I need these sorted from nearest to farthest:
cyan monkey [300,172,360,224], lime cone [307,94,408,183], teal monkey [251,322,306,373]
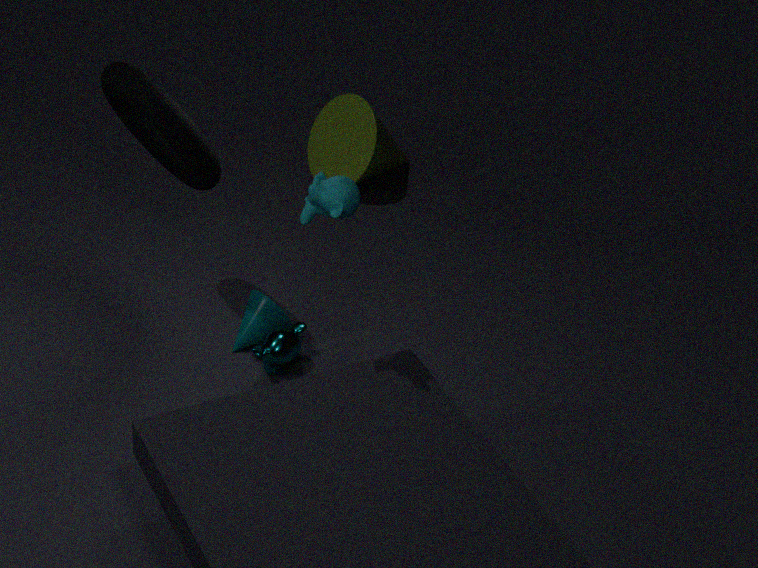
cyan monkey [300,172,360,224] < teal monkey [251,322,306,373] < lime cone [307,94,408,183]
